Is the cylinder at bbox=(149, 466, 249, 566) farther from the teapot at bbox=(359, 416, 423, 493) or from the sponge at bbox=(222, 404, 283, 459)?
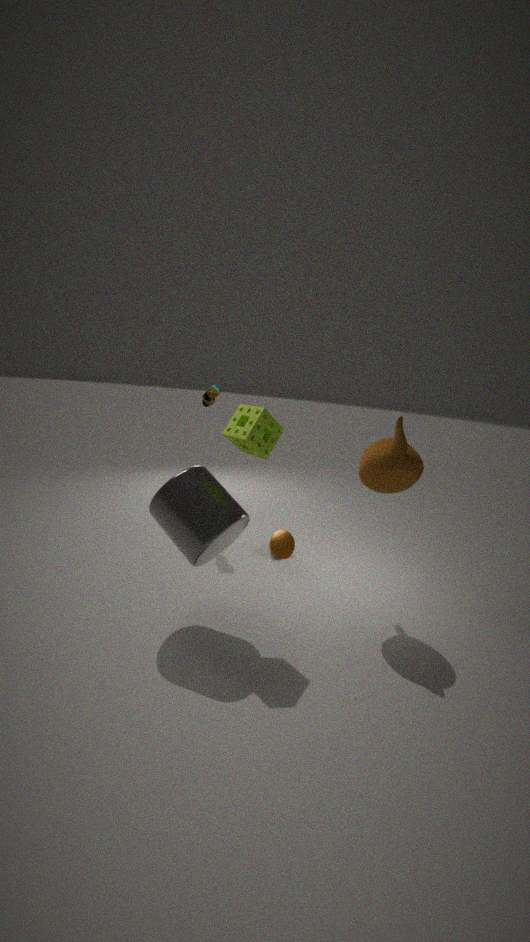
the teapot at bbox=(359, 416, 423, 493)
